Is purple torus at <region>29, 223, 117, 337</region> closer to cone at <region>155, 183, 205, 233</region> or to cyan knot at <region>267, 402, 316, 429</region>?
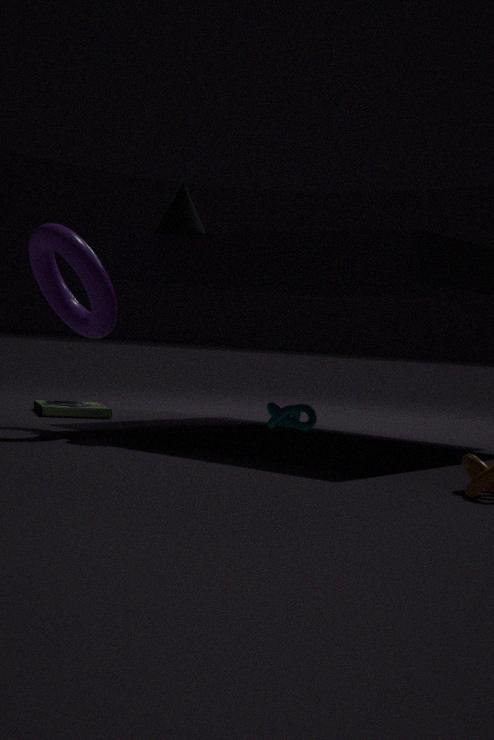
cone at <region>155, 183, 205, 233</region>
